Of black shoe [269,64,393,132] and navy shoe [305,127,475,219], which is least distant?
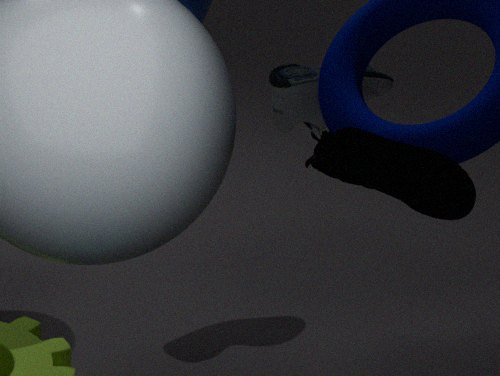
navy shoe [305,127,475,219]
